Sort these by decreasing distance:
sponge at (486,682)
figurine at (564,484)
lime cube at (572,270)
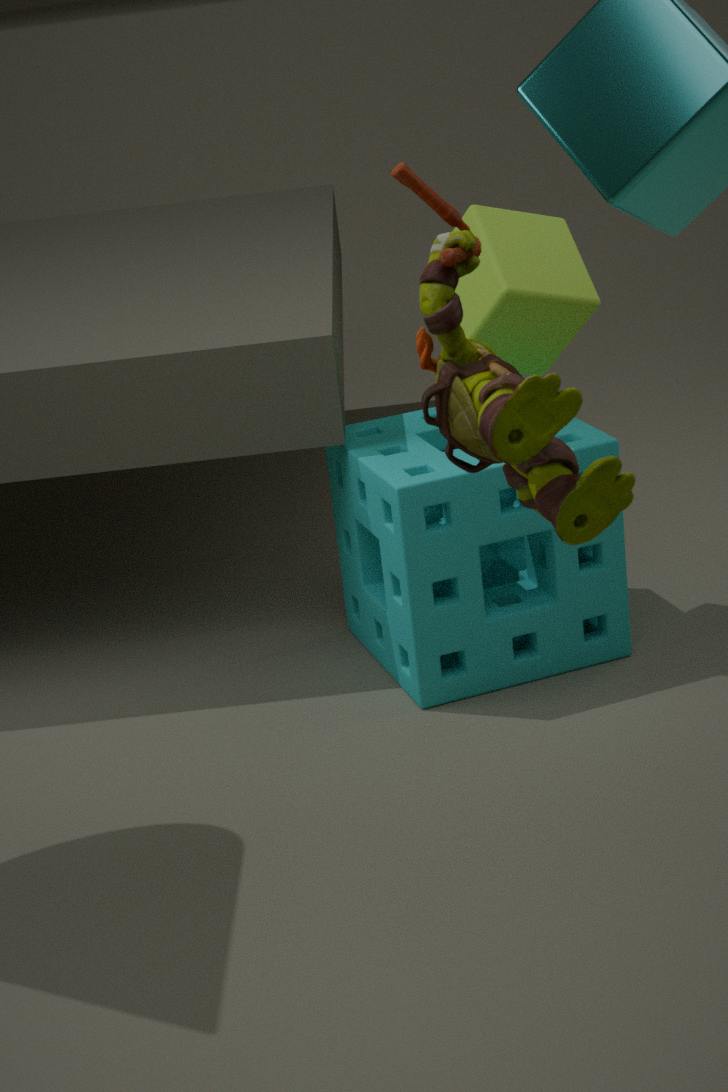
sponge at (486,682)
lime cube at (572,270)
figurine at (564,484)
